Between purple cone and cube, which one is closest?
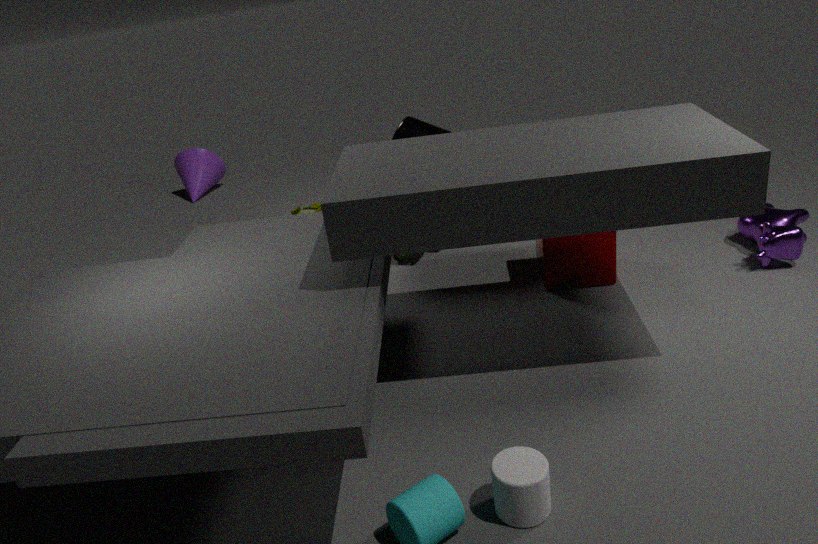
cube
